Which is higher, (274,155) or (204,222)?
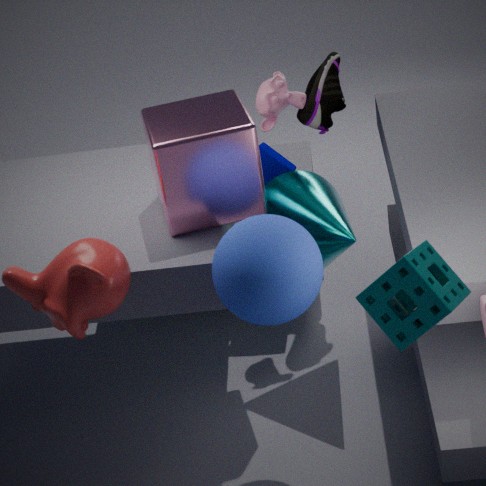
(204,222)
